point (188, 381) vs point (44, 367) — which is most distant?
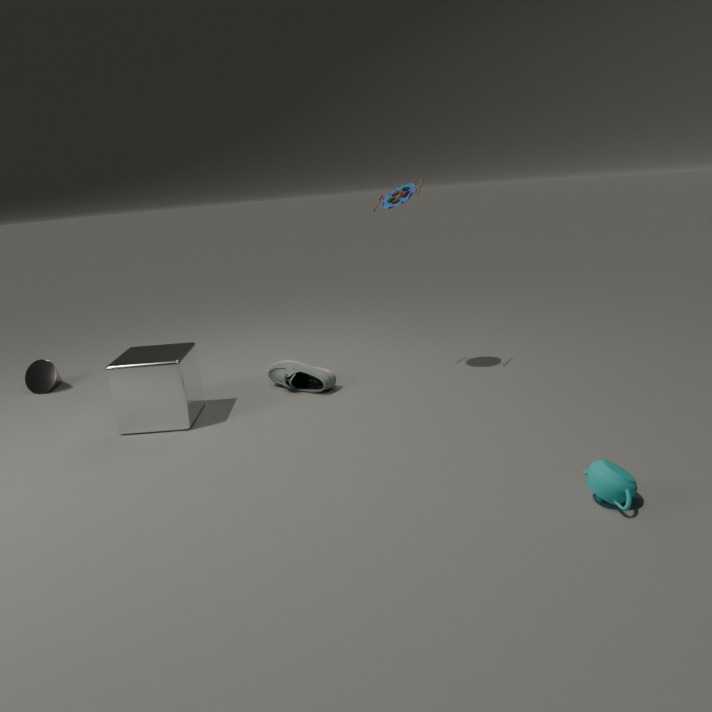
point (44, 367)
